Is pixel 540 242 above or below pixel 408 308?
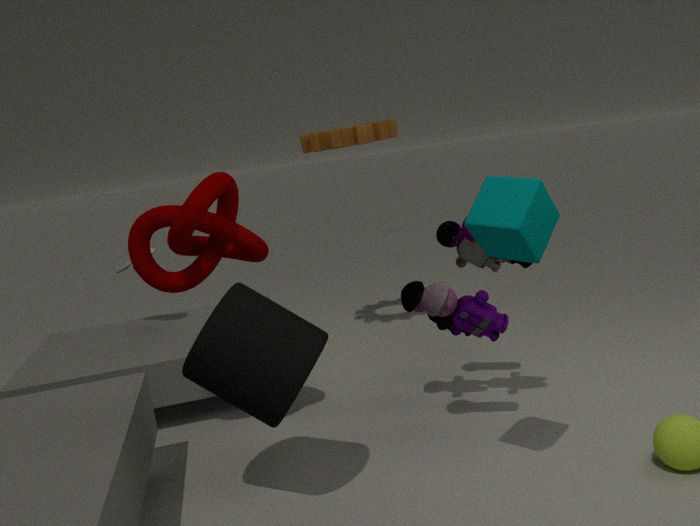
above
